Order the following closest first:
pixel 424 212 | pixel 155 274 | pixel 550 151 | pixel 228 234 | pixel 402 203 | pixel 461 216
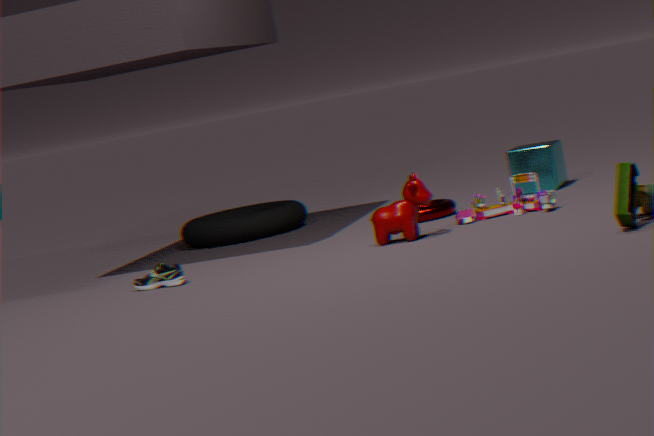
1. pixel 402 203
2. pixel 155 274
3. pixel 461 216
4. pixel 424 212
5. pixel 550 151
6. pixel 228 234
